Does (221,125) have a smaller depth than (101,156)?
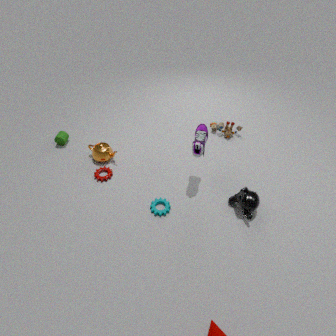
No
